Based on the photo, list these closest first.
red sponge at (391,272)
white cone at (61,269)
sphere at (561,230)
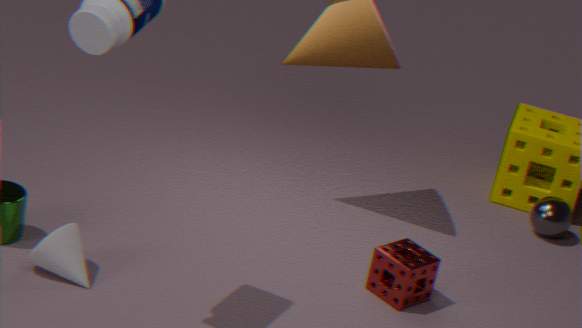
white cone at (61,269), red sponge at (391,272), sphere at (561,230)
